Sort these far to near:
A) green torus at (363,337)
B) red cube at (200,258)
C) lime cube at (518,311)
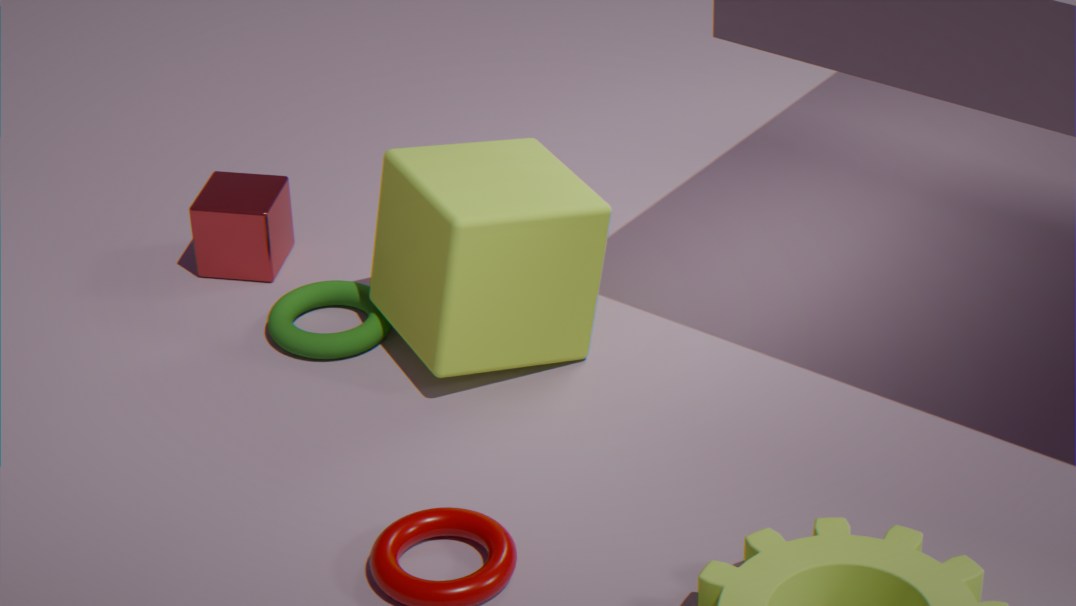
red cube at (200,258), green torus at (363,337), lime cube at (518,311)
